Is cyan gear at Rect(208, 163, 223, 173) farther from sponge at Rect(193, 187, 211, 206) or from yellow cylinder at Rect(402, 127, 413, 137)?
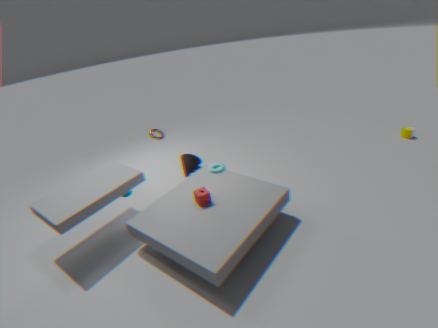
yellow cylinder at Rect(402, 127, 413, 137)
